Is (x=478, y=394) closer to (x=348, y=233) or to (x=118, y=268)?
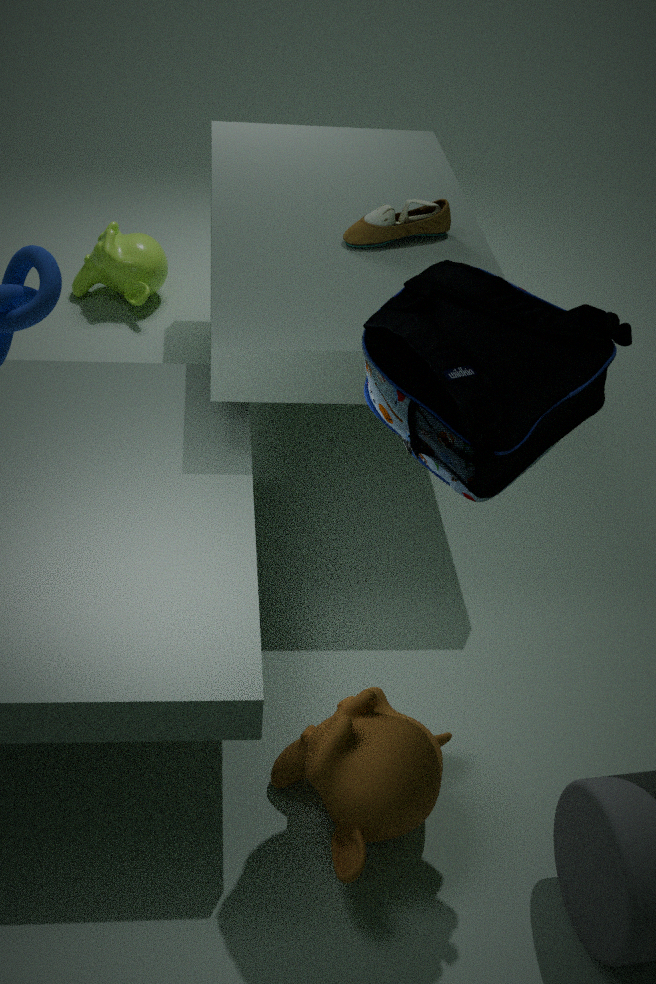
(x=348, y=233)
